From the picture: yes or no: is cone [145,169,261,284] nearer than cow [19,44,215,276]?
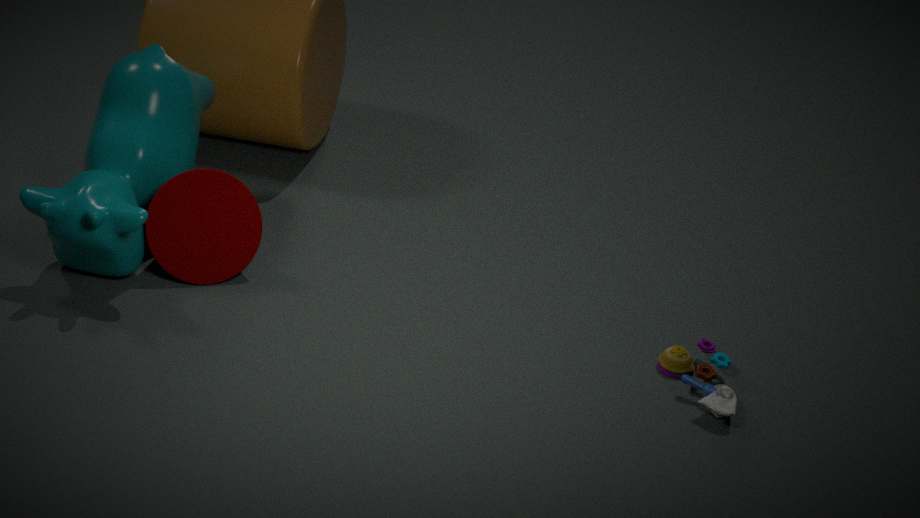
No
